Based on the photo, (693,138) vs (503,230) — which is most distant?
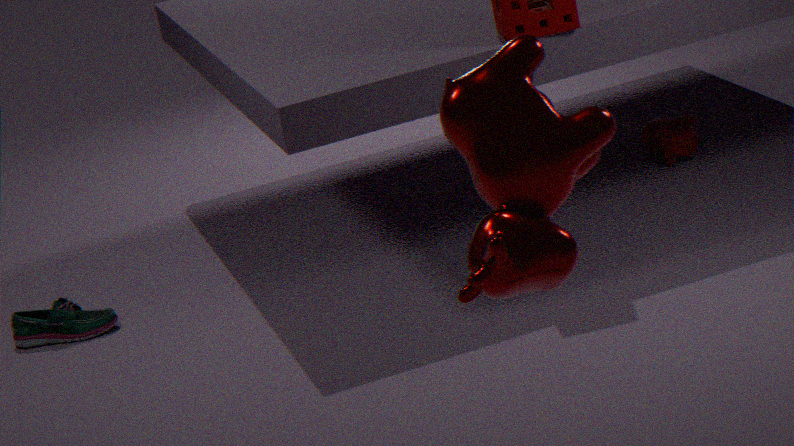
(693,138)
